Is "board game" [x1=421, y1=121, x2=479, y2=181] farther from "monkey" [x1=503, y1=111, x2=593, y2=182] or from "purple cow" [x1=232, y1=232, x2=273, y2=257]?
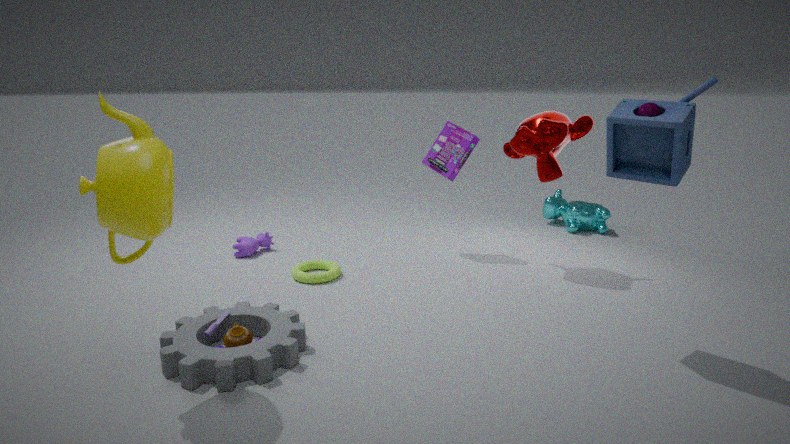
"purple cow" [x1=232, y1=232, x2=273, y2=257]
